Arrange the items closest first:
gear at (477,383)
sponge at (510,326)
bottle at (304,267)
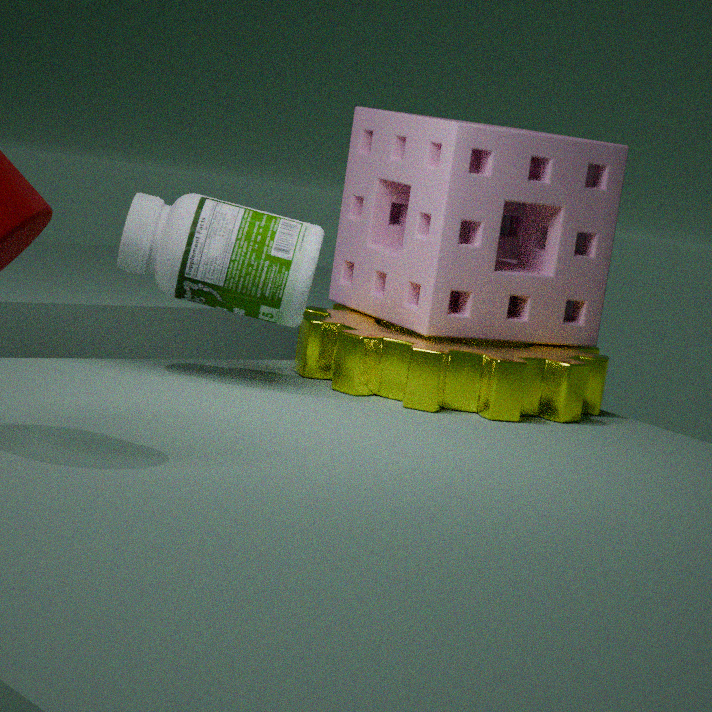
bottle at (304,267) → gear at (477,383) → sponge at (510,326)
